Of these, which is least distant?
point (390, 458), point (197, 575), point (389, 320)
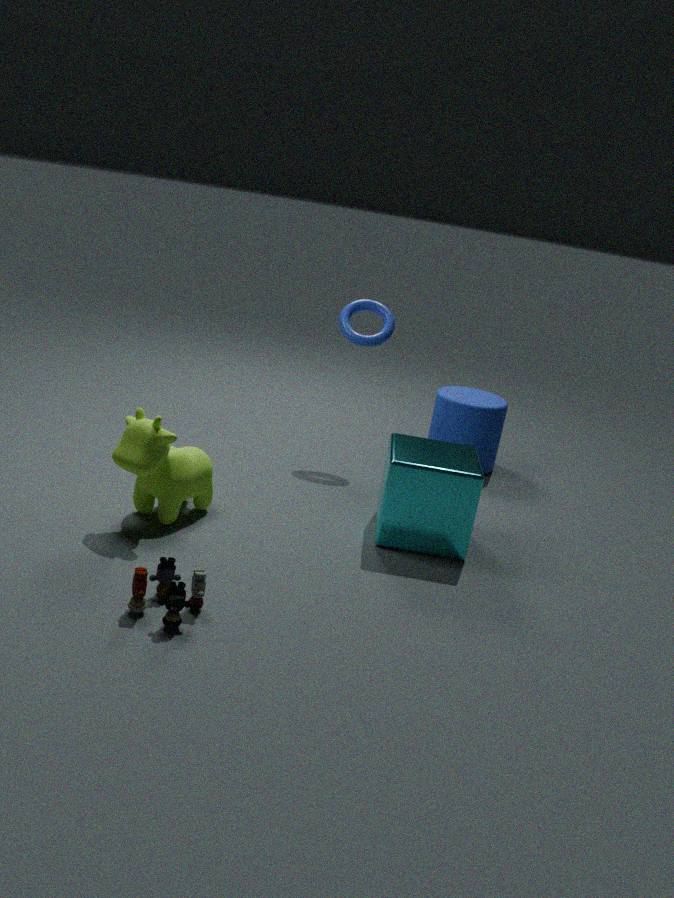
point (197, 575)
